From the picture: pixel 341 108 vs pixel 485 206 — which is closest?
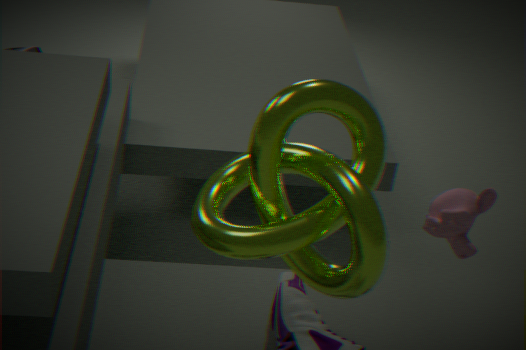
pixel 341 108
